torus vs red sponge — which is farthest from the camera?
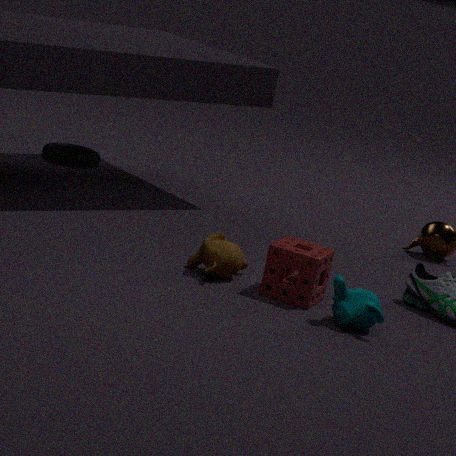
torus
